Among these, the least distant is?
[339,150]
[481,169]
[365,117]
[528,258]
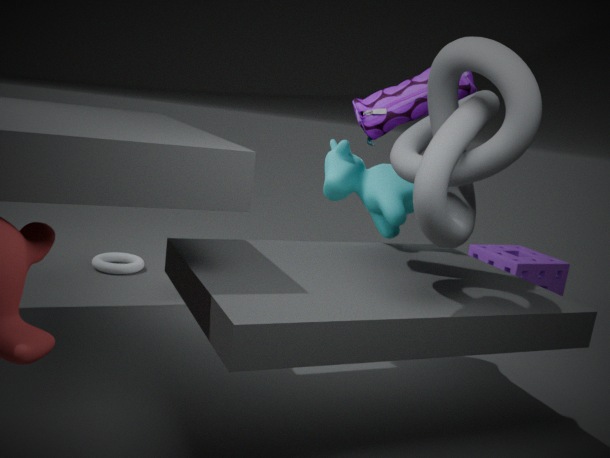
[481,169]
